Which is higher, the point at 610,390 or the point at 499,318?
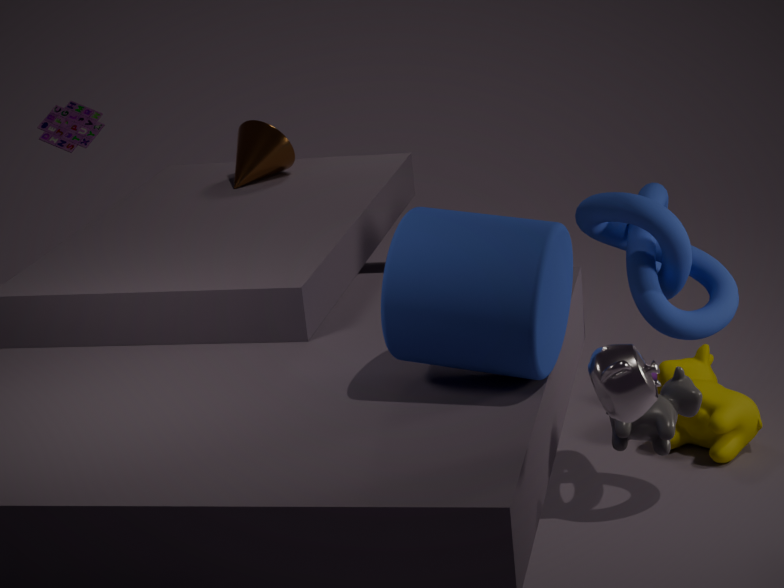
the point at 499,318
